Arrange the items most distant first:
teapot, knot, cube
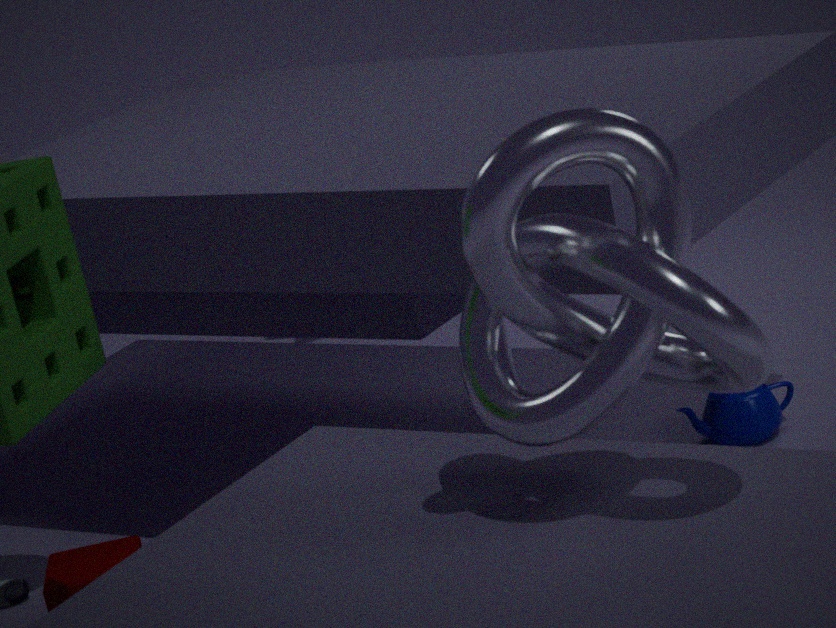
teapot
cube
knot
